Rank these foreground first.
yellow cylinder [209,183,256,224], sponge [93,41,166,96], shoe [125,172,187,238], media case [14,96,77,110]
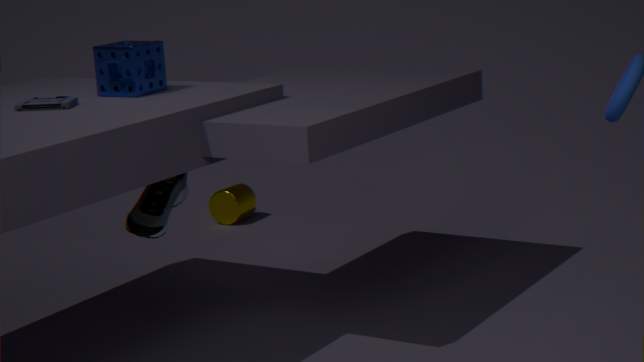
shoe [125,172,187,238]
media case [14,96,77,110]
sponge [93,41,166,96]
yellow cylinder [209,183,256,224]
